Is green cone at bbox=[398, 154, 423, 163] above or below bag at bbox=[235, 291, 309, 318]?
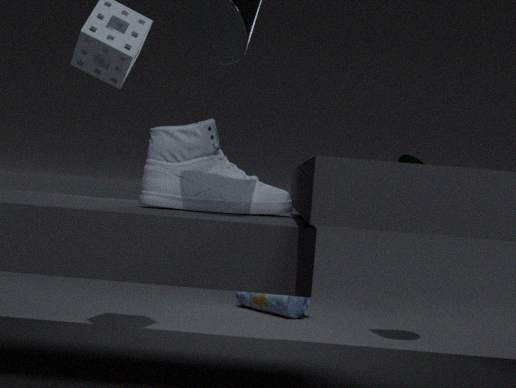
above
